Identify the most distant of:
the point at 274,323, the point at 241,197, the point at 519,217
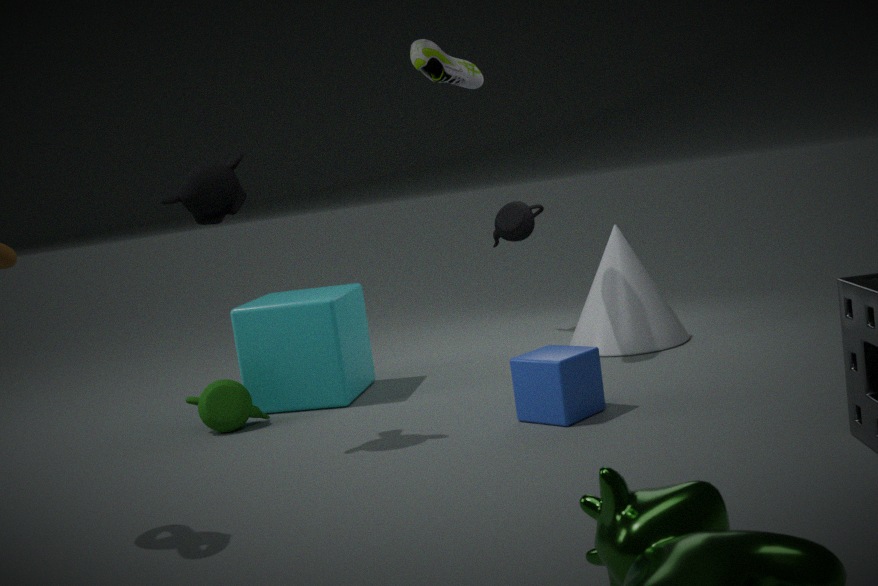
the point at 519,217
